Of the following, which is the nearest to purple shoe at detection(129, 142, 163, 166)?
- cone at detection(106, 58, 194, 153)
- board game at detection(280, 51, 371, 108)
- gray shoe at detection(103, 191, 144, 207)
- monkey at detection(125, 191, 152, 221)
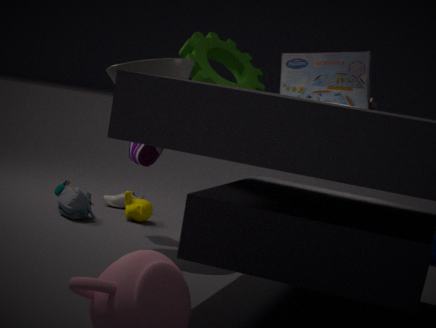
cone at detection(106, 58, 194, 153)
